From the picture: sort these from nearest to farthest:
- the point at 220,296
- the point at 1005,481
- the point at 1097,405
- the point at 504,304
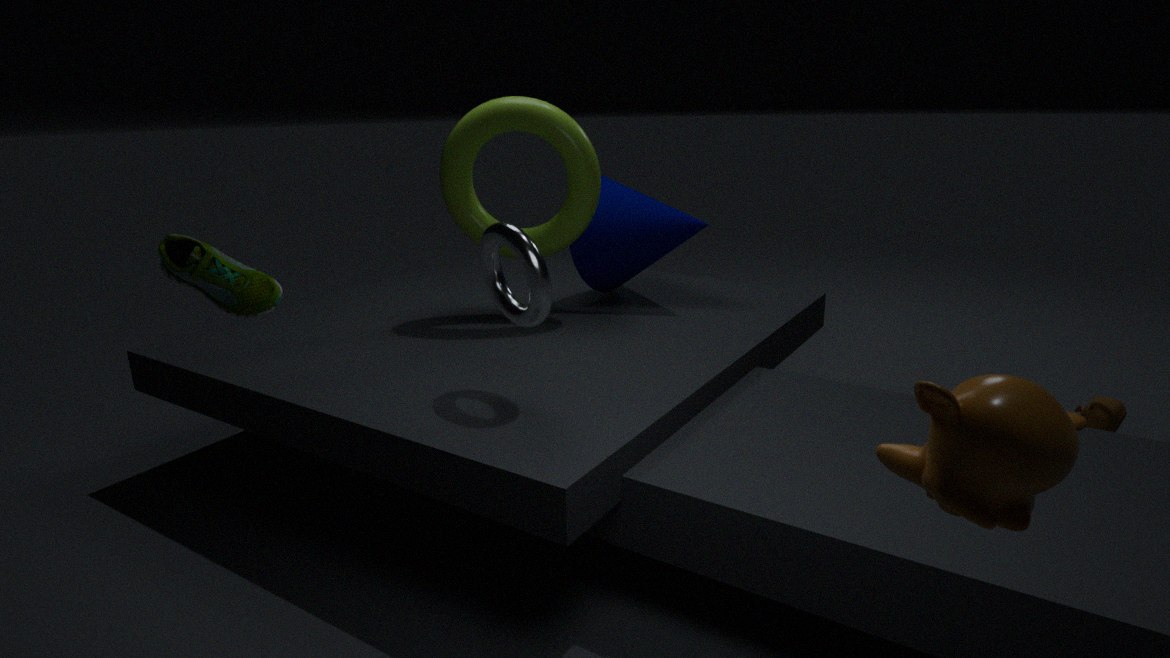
the point at 1005,481
the point at 220,296
the point at 504,304
the point at 1097,405
